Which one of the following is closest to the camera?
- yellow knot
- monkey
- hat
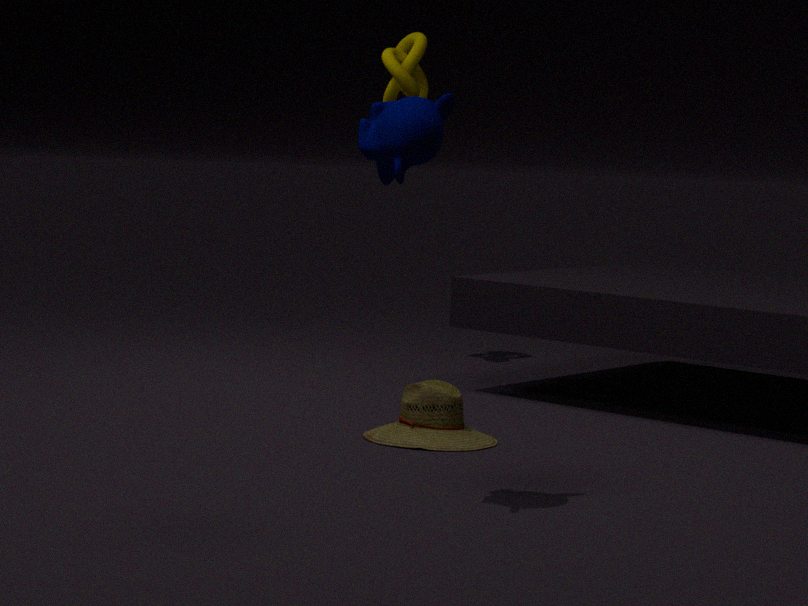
monkey
